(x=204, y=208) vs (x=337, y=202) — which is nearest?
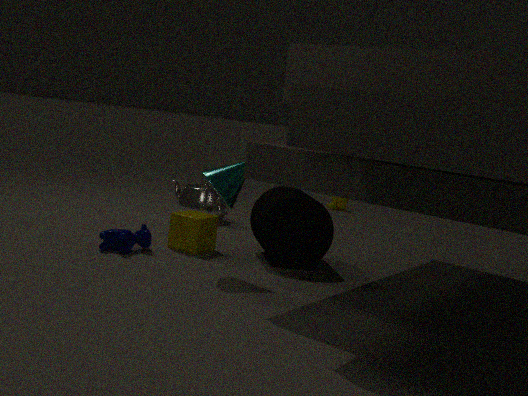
(x=204, y=208)
